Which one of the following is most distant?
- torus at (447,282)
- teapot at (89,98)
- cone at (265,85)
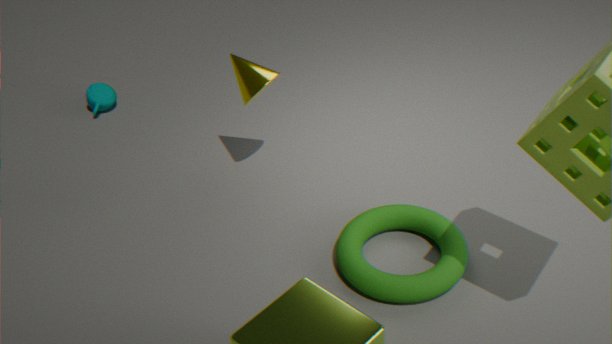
teapot at (89,98)
